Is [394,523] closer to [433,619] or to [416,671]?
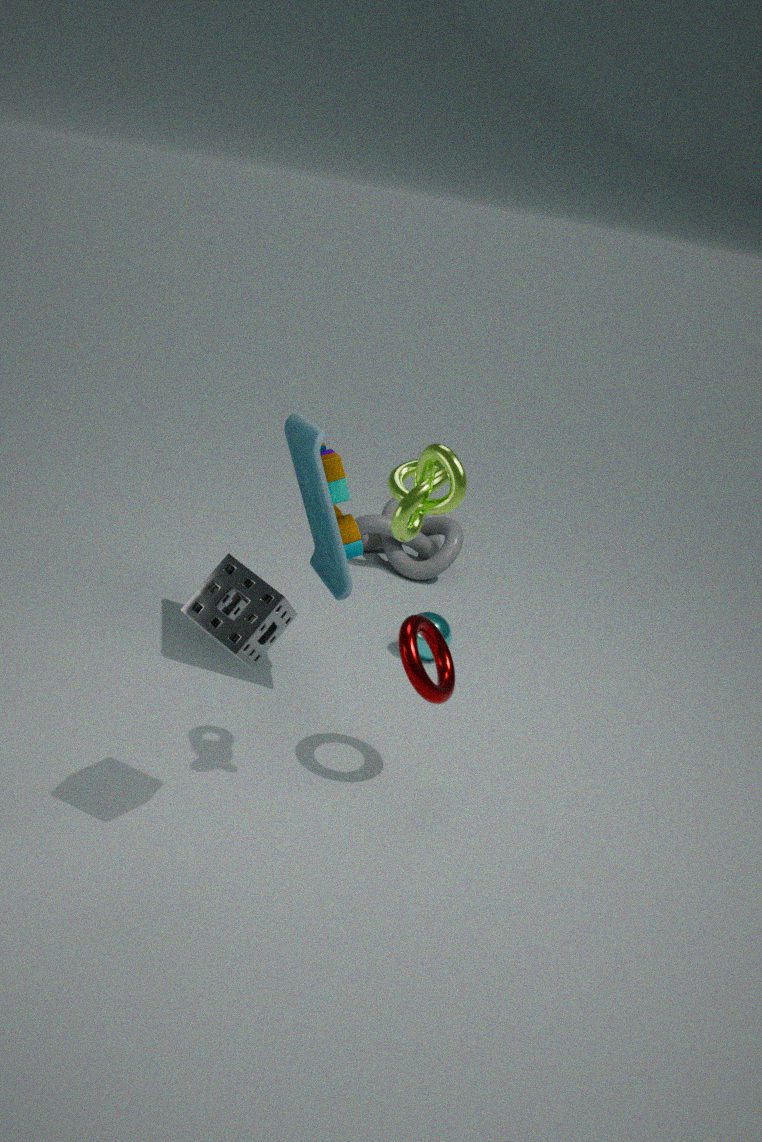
[416,671]
